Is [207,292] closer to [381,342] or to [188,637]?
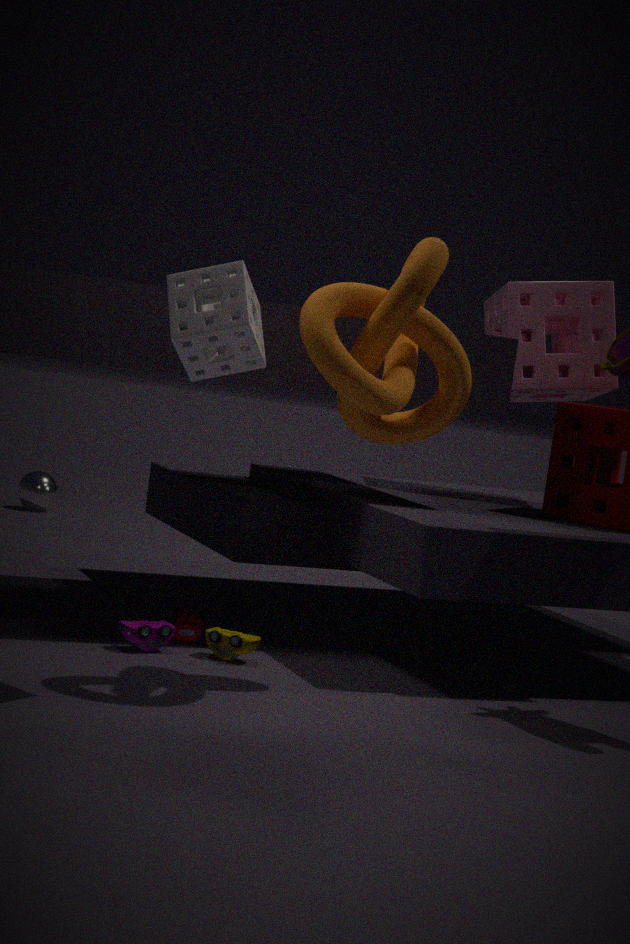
[381,342]
